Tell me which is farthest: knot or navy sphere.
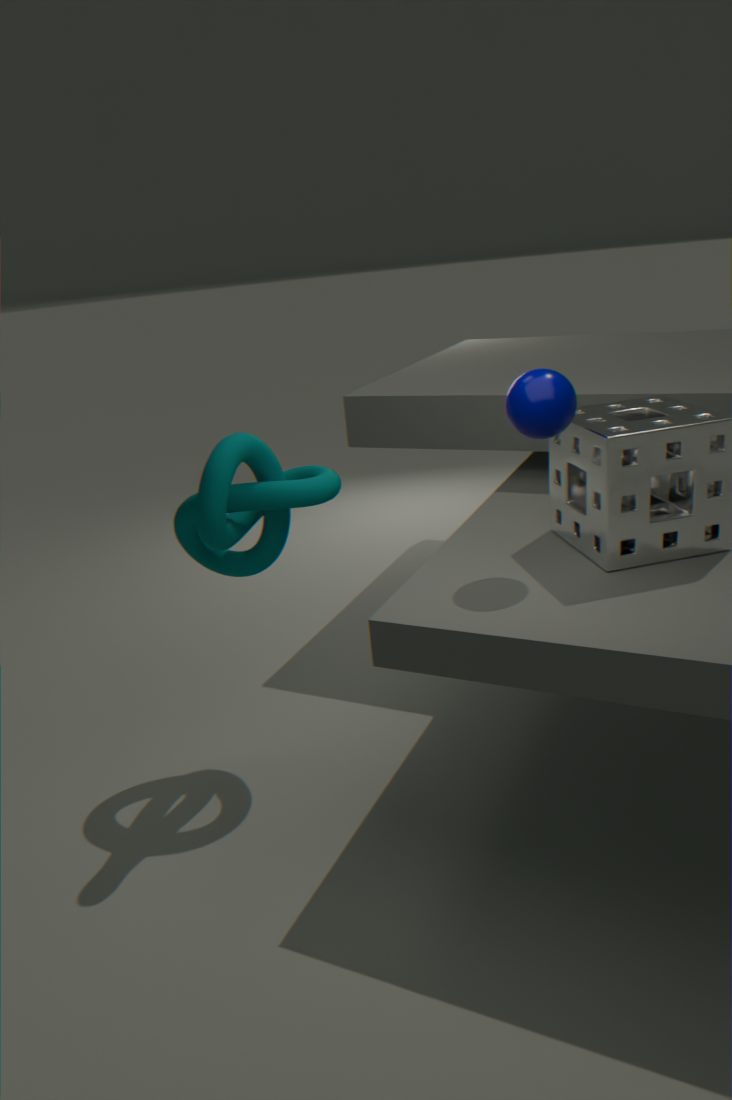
knot
